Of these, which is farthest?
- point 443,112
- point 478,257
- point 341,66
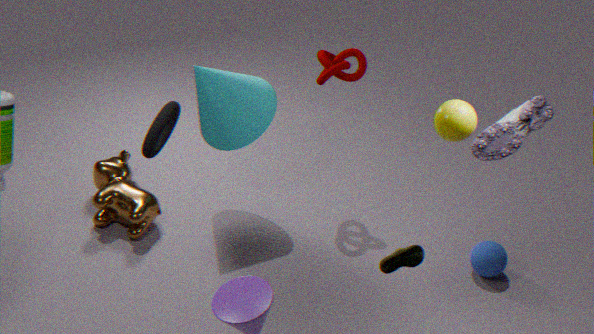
point 341,66
